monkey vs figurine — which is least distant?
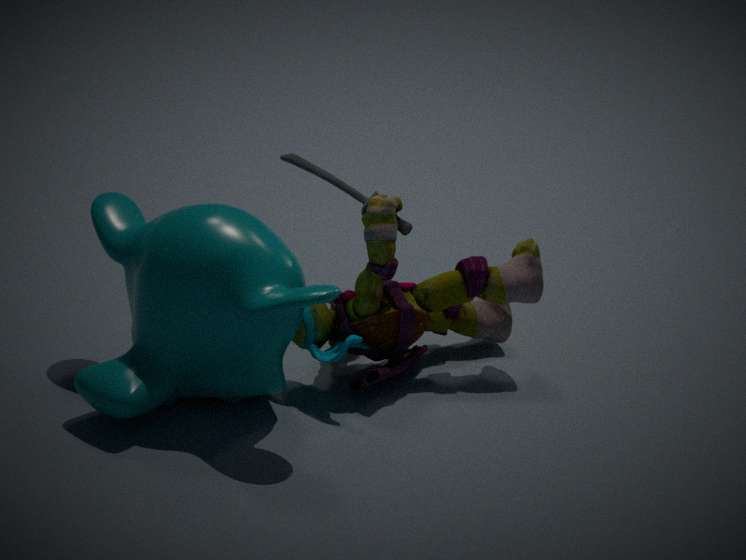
monkey
